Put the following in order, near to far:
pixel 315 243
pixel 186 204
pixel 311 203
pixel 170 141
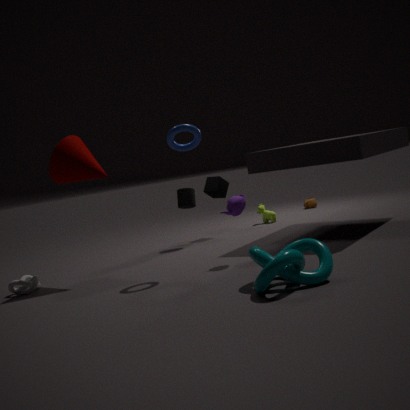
pixel 315 243, pixel 170 141, pixel 186 204, pixel 311 203
